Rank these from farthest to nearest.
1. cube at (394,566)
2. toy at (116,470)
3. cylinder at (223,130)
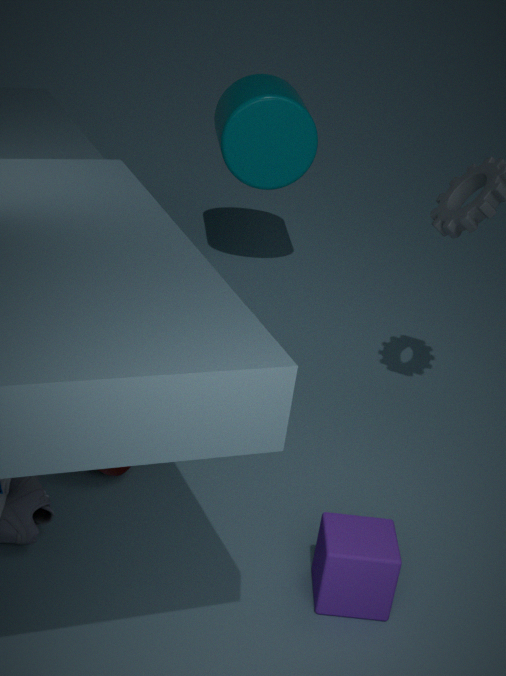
1. cylinder at (223,130)
2. toy at (116,470)
3. cube at (394,566)
